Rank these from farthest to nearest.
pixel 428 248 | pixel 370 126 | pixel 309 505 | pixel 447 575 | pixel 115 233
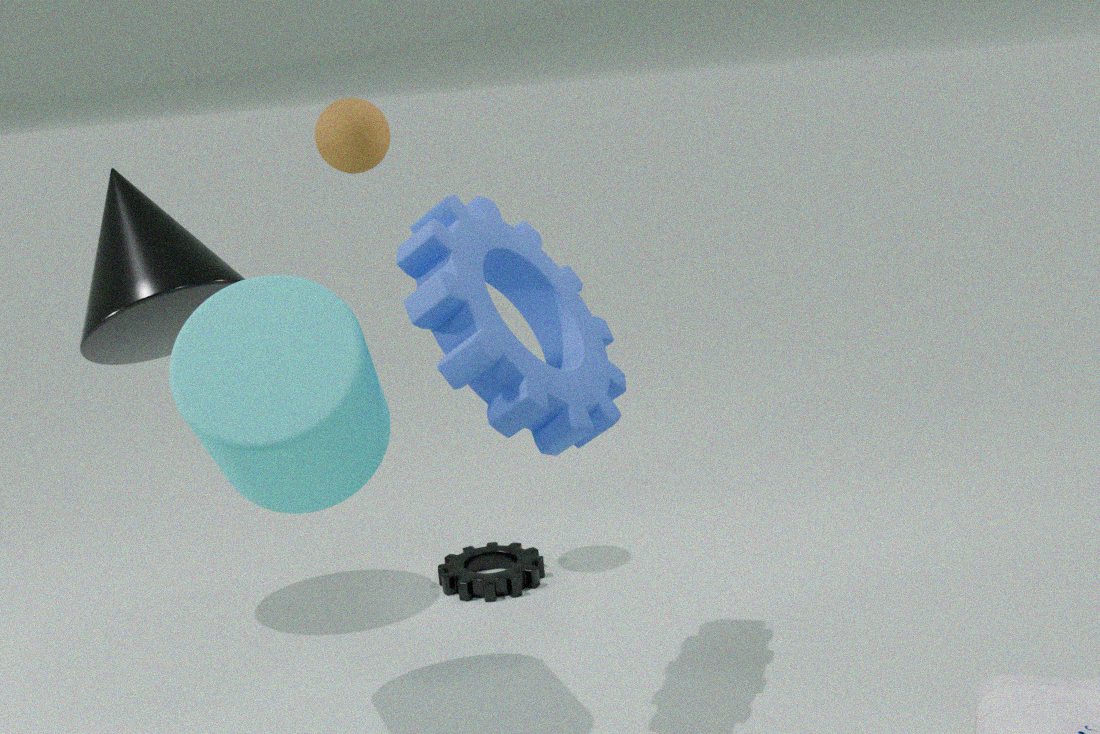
pixel 447 575, pixel 370 126, pixel 115 233, pixel 309 505, pixel 428 248
